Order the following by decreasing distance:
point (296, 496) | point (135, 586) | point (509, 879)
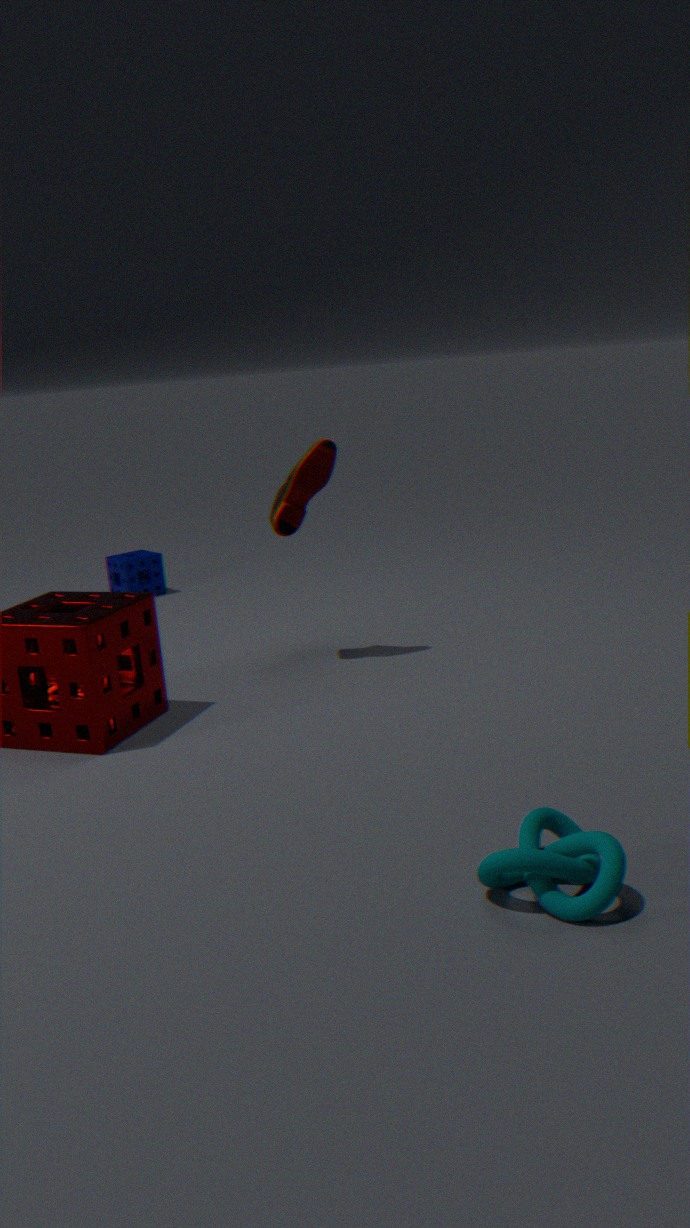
1. point (135, 586)
2. point (296, 496)
3. point (509, 879)
